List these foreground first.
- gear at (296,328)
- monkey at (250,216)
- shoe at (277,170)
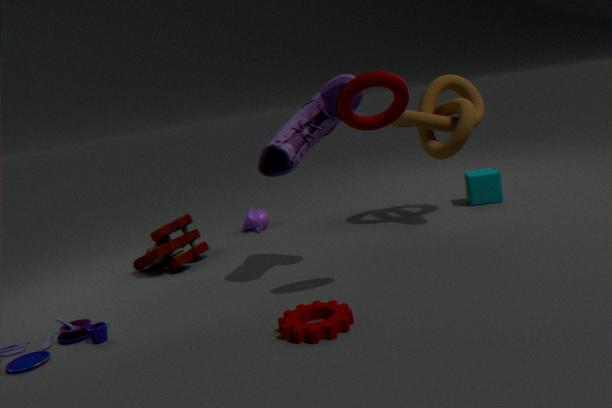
gear at (296,328)
shoe at (277,170)
monkey at (250,216)
